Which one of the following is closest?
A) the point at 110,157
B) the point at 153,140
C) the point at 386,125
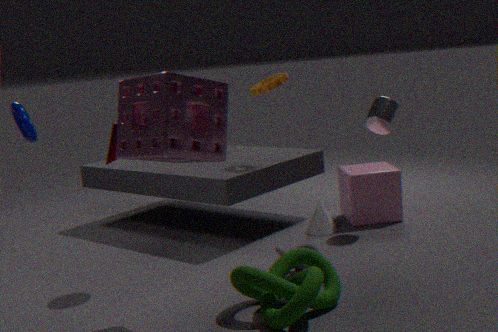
the point at 153,140
